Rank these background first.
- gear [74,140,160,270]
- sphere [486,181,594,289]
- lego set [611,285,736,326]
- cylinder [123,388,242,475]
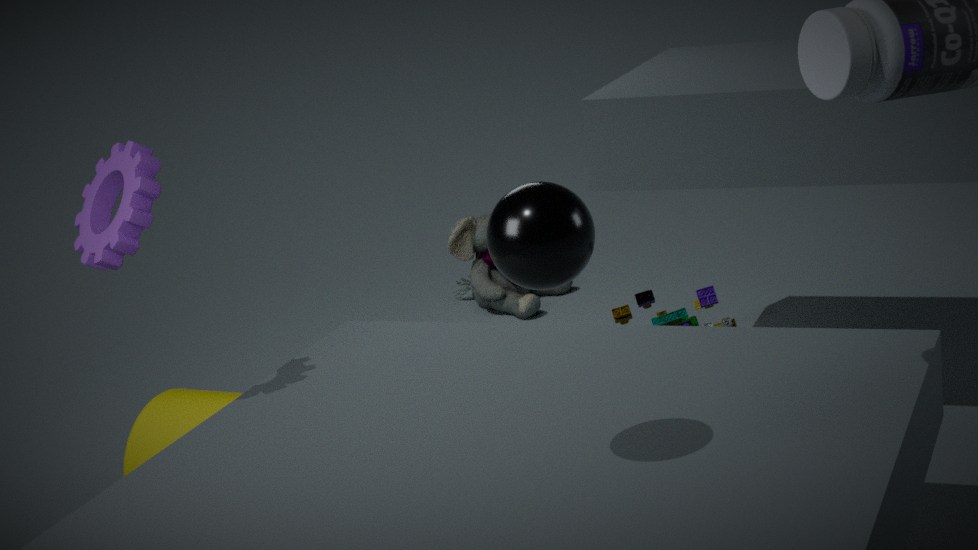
lego set [611,285,736,326], cylinder [123,388,242,475], gear [74,140,160,270], sphere [486,181,594,289]
